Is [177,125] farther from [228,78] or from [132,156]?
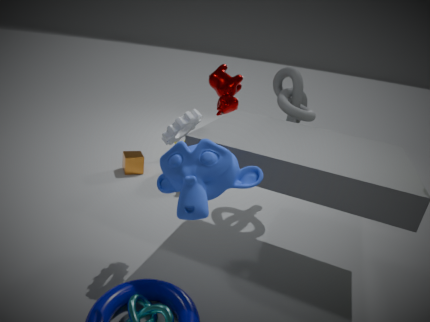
[132,156]
